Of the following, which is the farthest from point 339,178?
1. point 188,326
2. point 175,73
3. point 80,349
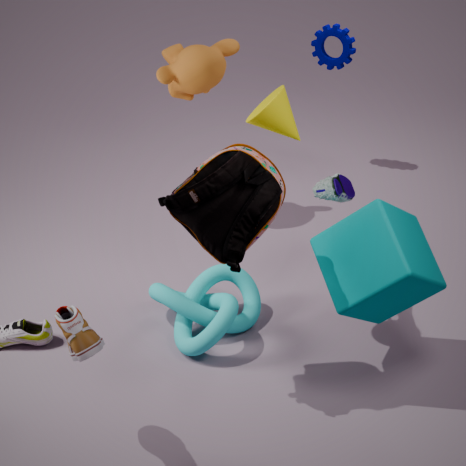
point 80,349
